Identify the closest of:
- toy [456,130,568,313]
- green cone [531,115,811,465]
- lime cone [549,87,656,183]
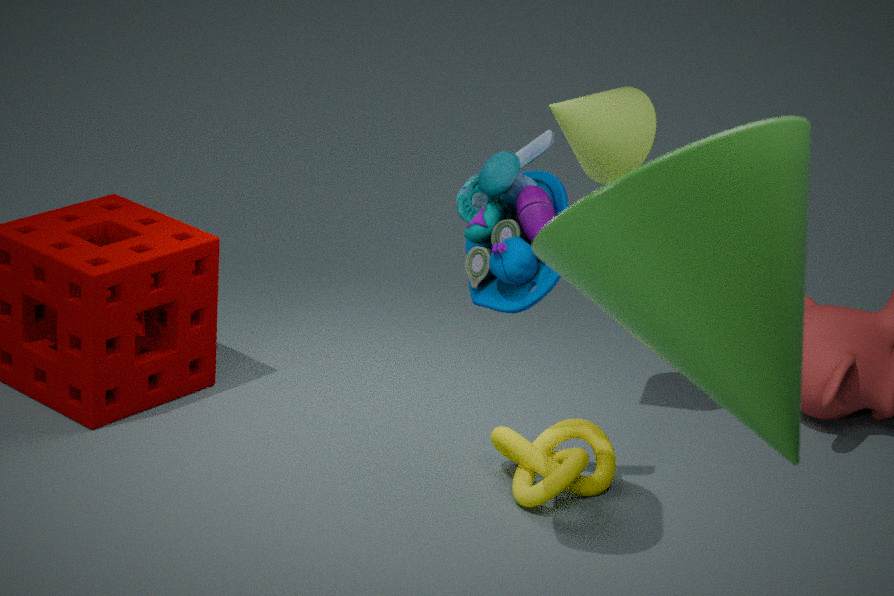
green cone [531,115,811,465]
